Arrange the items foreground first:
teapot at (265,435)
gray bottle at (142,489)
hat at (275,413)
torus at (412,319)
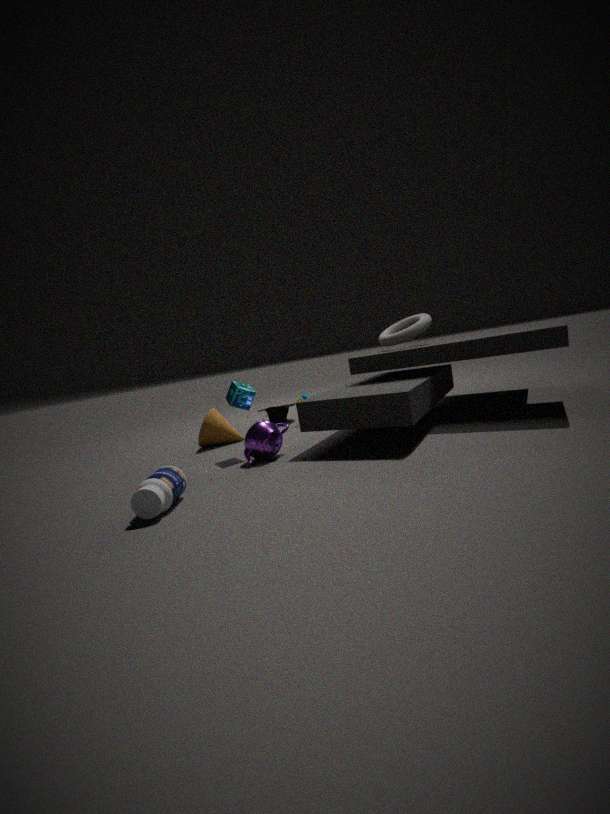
gray bottle at (142,489) → teapot at (265,435) → torus at (412,319) → hat at (275,413)
